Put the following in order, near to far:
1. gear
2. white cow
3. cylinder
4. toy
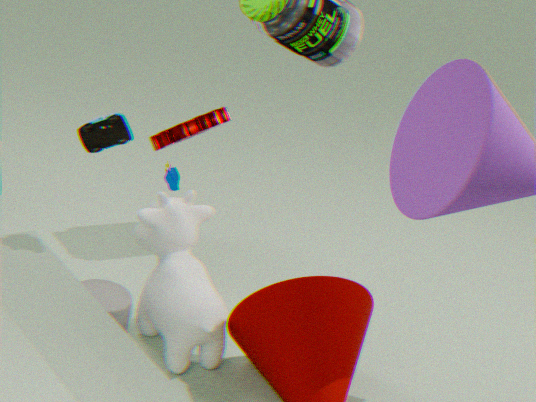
toy → white cow → cylinder → gear
